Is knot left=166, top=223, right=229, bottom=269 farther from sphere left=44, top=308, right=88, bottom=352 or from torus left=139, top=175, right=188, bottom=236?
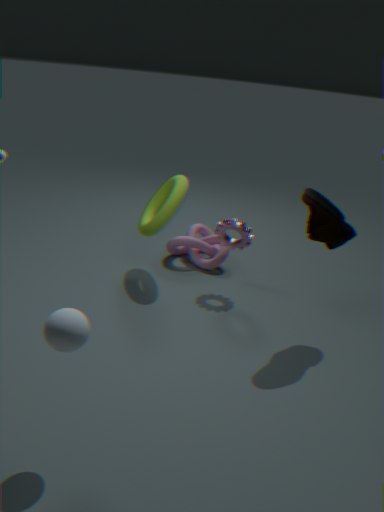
sphere left=44, top=308, right=88, bottom=352
